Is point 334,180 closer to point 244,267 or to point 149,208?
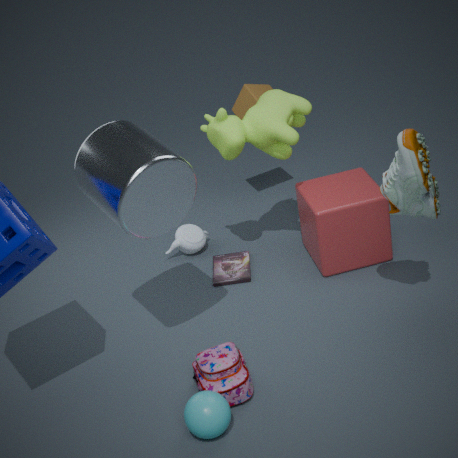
point 244,267
